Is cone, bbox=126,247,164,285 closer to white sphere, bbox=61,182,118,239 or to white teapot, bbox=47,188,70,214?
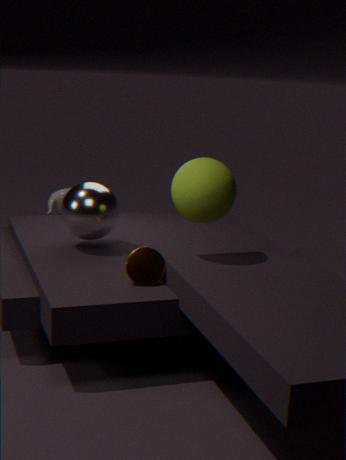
white sphere, bbox=61,182,118,239
